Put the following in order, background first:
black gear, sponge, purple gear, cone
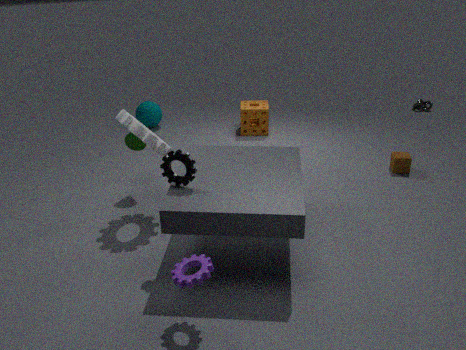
sponge < cone < black gear < purple gear
